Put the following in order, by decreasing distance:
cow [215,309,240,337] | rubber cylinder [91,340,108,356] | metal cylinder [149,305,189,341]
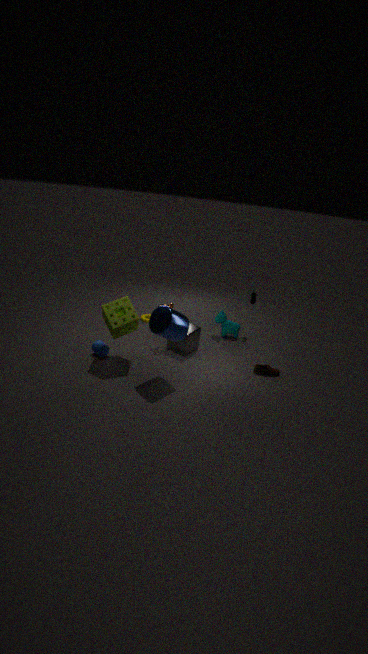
cow [215,309,240,337] → rubber cylinder [91,340,108,356] → metal cylinder [149,305,189,341]
